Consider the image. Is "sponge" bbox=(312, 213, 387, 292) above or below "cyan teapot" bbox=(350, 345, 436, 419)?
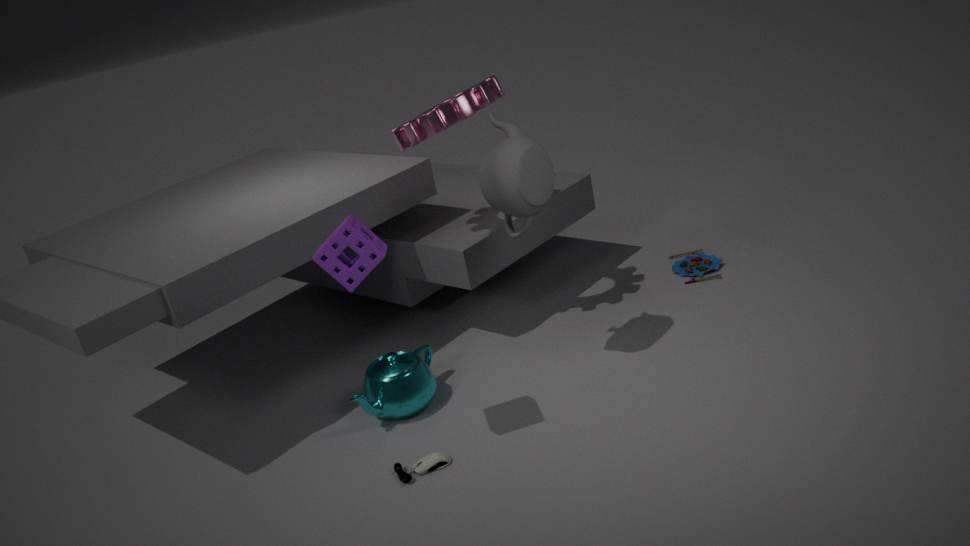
above
